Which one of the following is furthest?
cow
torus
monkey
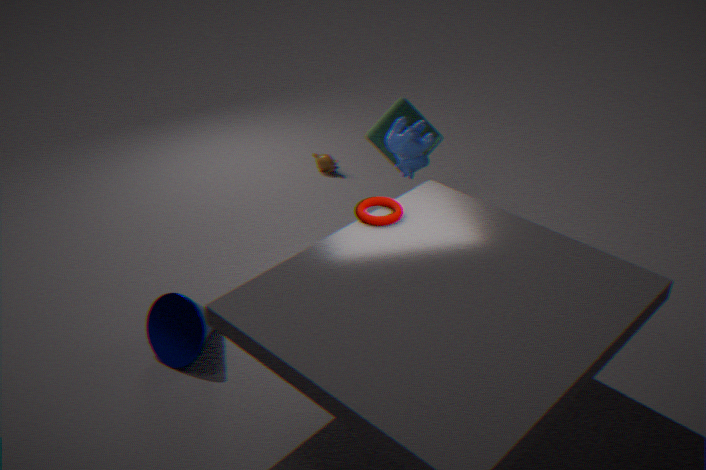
monkey
